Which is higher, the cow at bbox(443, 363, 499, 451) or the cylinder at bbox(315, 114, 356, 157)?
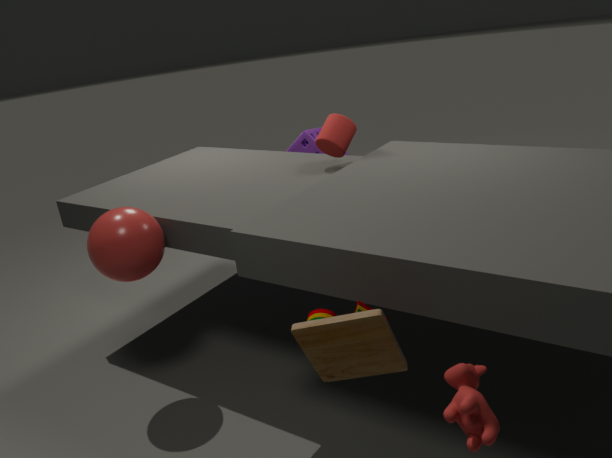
the cylinder at bbox(315, 114, 356, 157)
